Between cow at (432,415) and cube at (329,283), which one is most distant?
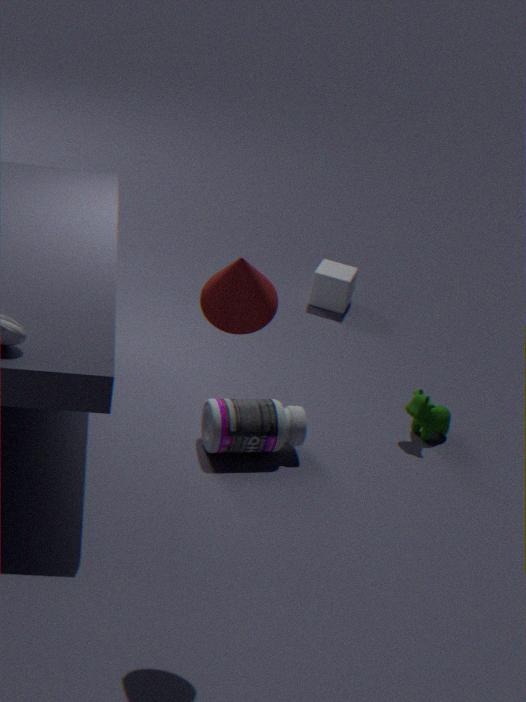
cube at (329,283)
